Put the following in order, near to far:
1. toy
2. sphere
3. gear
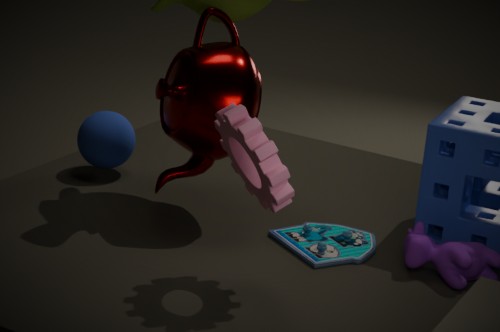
gear
toy
sphere
